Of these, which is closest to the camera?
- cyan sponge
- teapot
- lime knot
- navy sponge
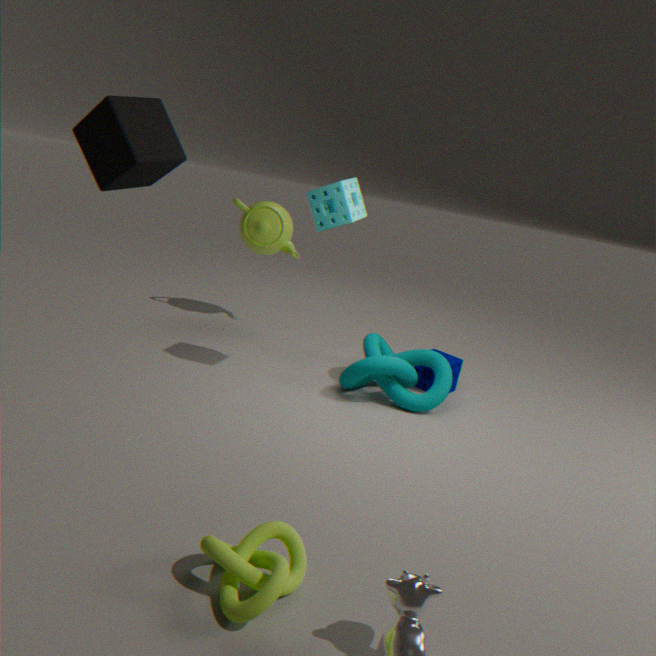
lime knot
